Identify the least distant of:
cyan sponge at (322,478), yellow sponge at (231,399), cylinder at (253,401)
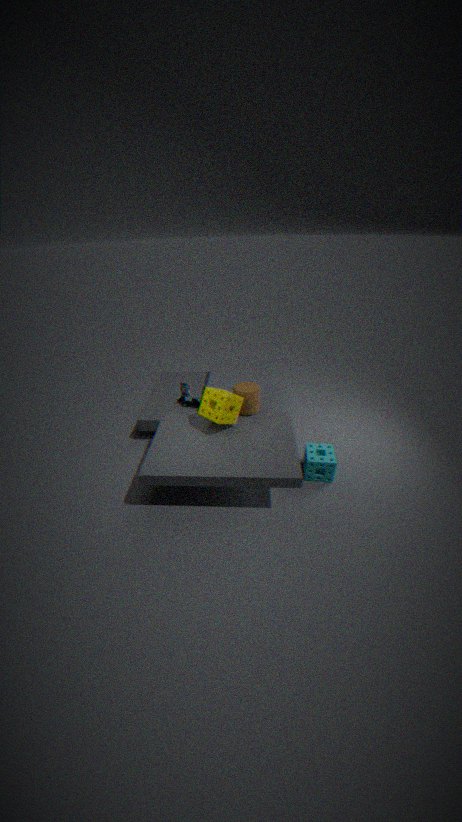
yellow sponge at (231,399)
